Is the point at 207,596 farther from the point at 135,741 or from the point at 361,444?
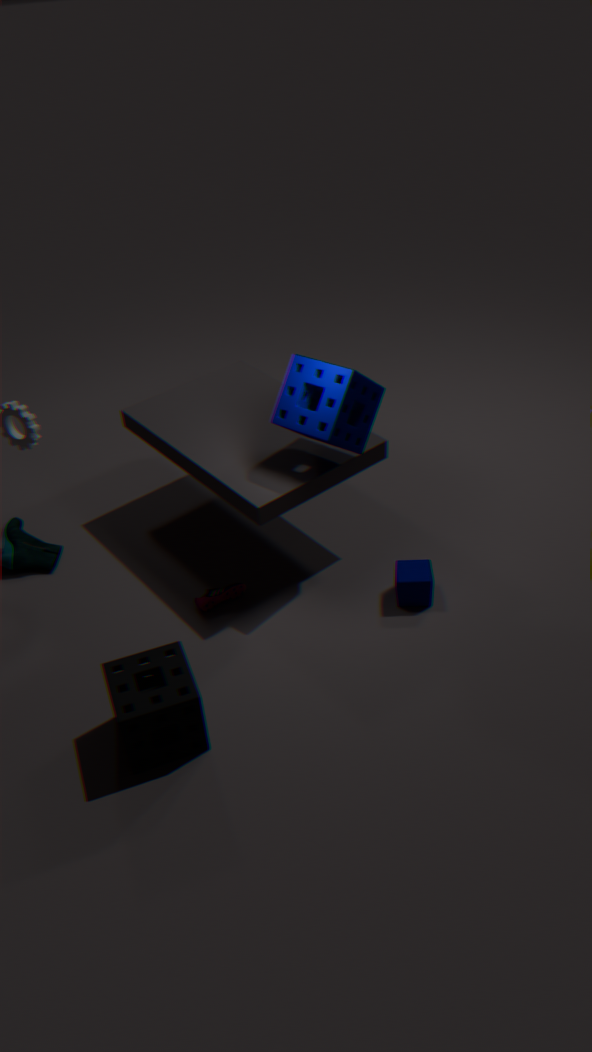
the point at 361,444
